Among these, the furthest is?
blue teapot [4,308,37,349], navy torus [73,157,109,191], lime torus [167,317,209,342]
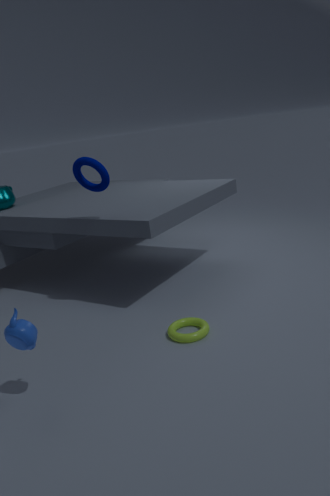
navy torus [73,157,109,191]
